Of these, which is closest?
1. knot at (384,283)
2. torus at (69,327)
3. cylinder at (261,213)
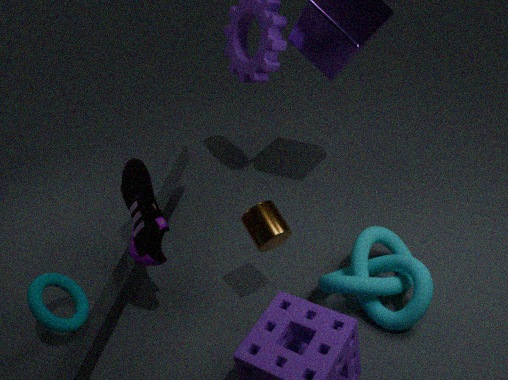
torus at (69,327)
